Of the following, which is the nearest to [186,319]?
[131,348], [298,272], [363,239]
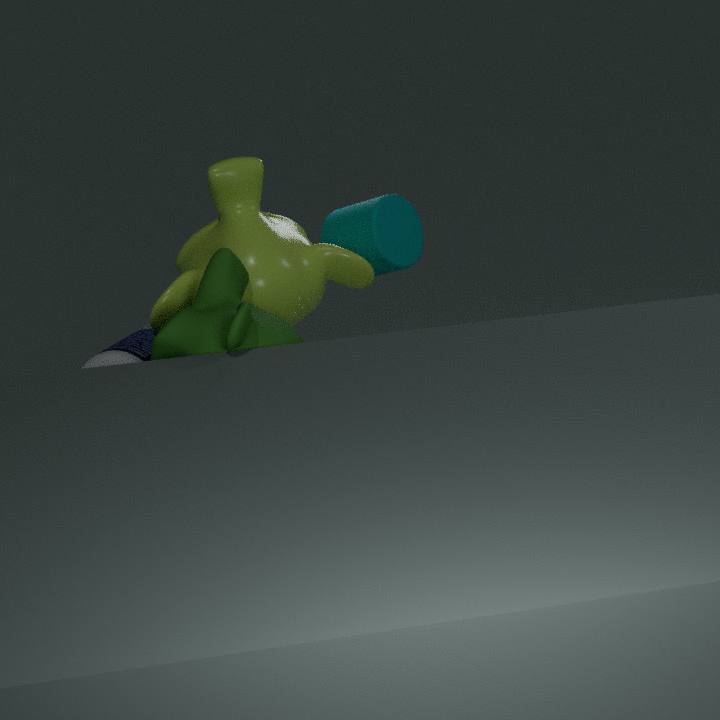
[131,348]
